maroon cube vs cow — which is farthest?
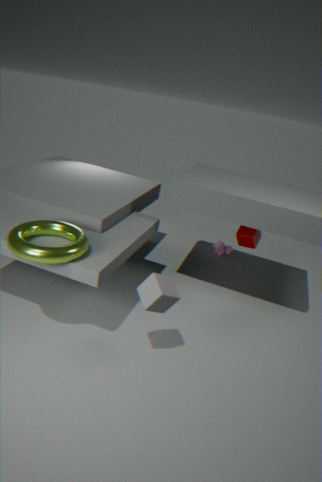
cow
